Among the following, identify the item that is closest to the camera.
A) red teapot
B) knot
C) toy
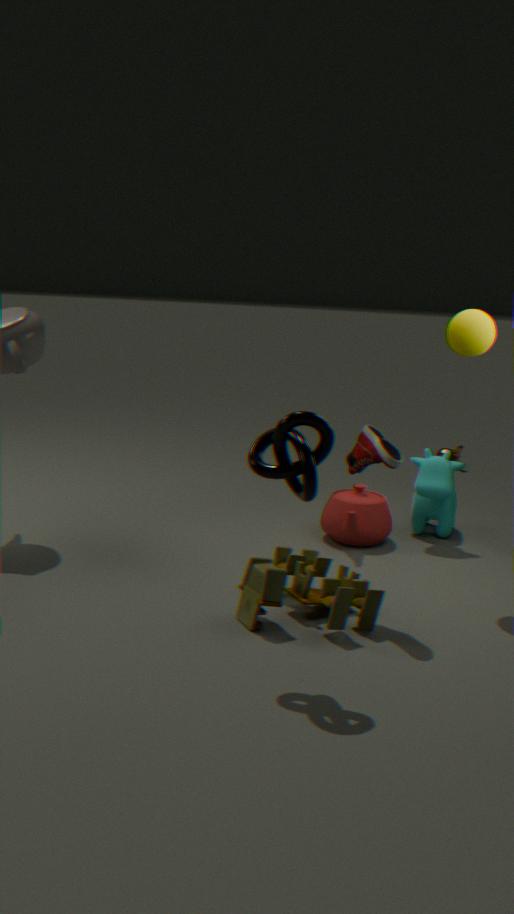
knot
